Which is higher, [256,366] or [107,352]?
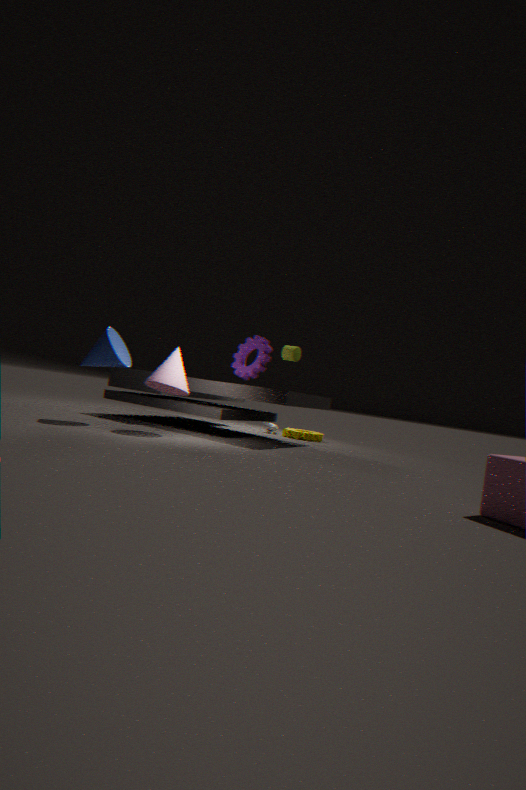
[256,366]
